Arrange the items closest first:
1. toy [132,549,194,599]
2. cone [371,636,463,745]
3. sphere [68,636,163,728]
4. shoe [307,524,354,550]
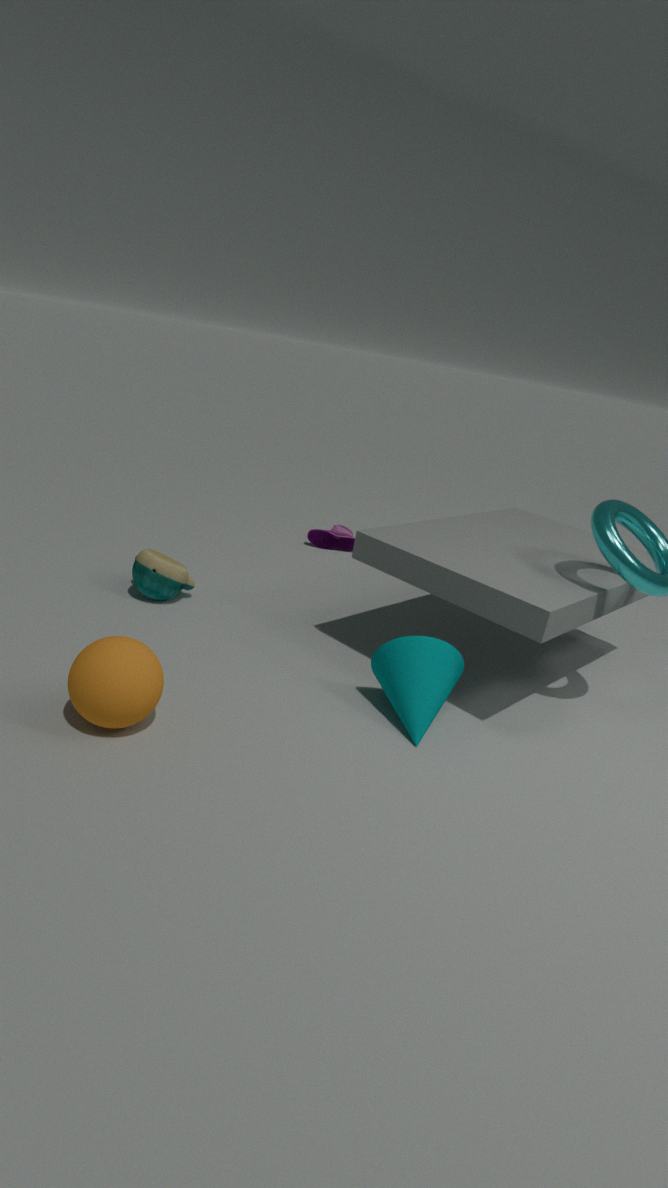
sphere [68,636,163,728]
cone [371,636,463,745]
toy [132,549,194,599]
shoe [307,524,354,550]
